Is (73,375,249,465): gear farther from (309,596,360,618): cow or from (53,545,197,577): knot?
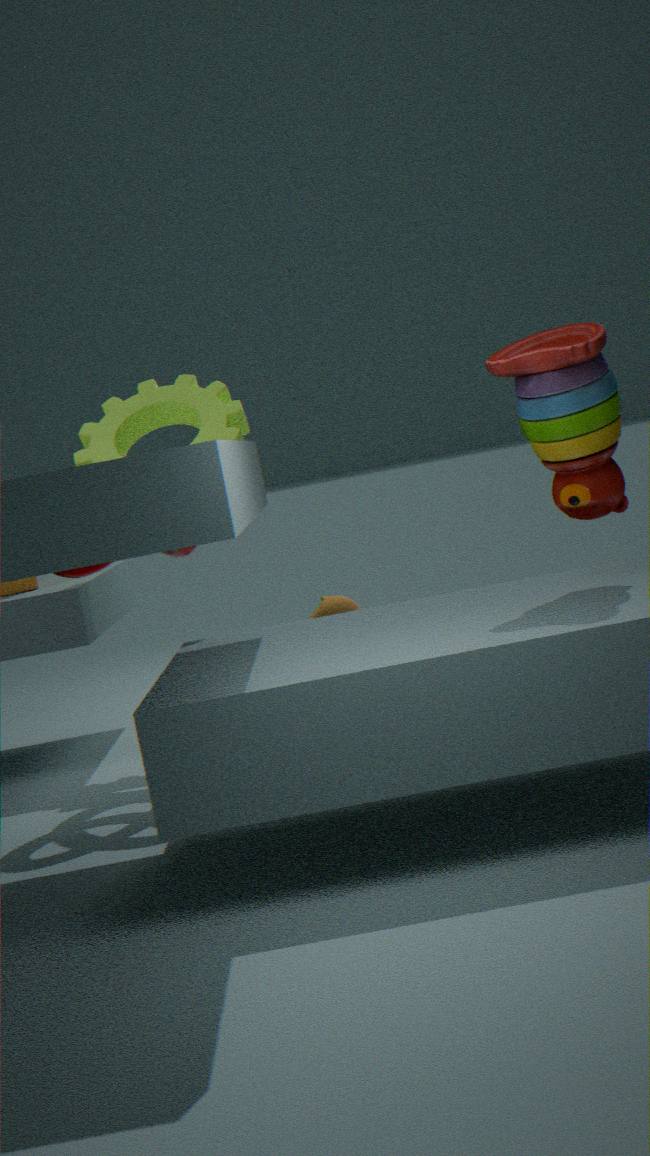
A: (309,596,360,618): cow
